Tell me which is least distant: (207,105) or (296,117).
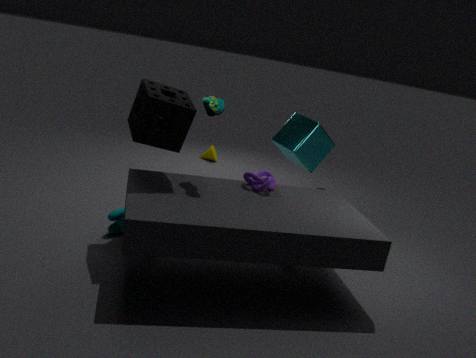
(207,105)
